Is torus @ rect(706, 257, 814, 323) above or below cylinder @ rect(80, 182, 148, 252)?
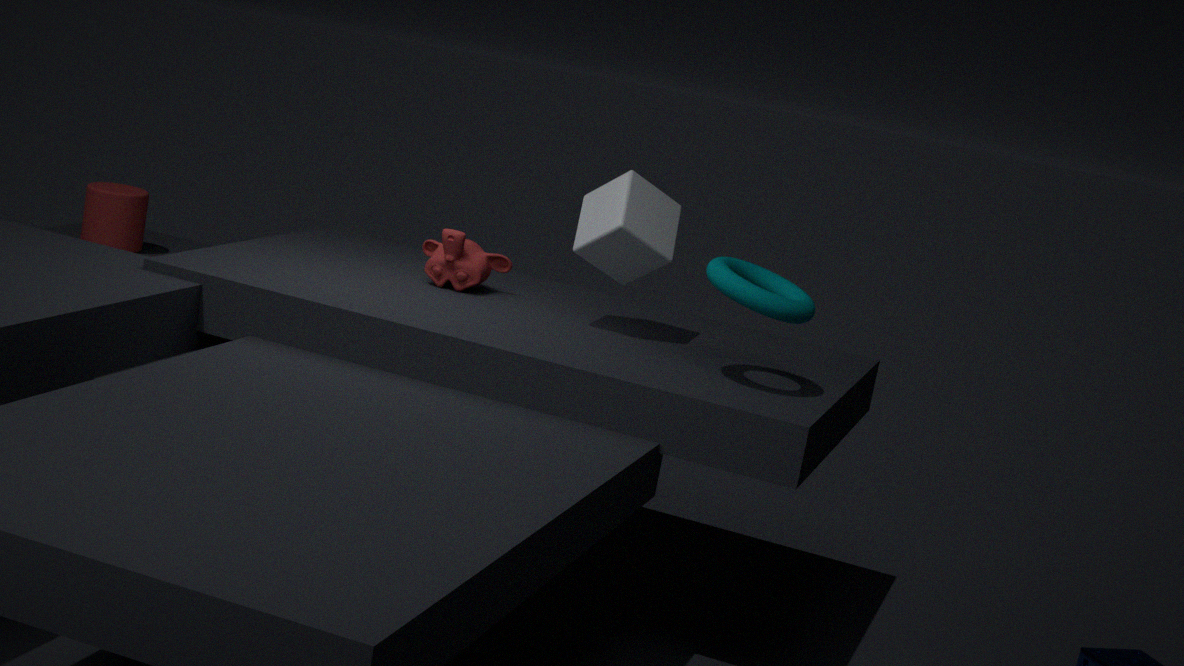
above
